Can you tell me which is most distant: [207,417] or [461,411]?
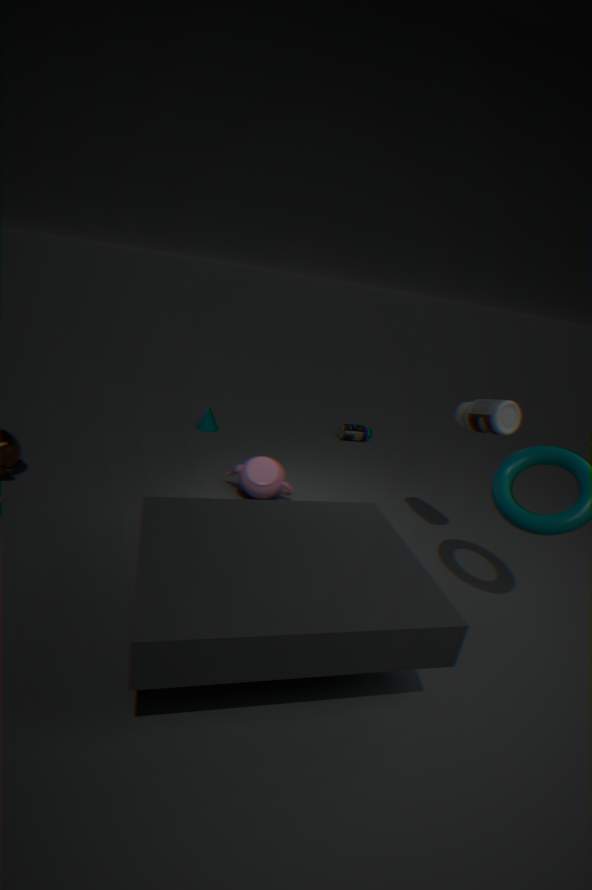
[207,417]
